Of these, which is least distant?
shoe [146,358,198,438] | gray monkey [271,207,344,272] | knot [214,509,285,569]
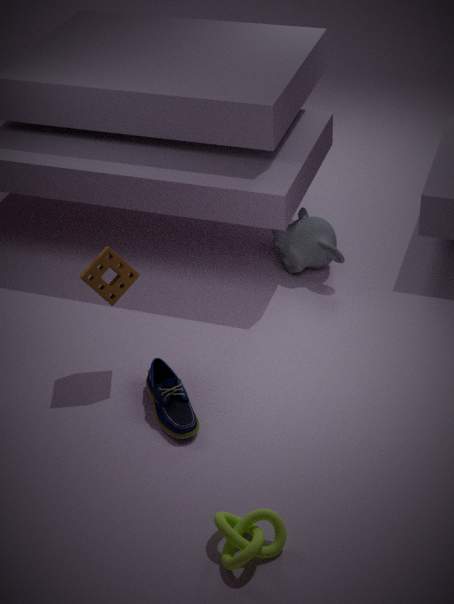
knot [214,509,285,569]
